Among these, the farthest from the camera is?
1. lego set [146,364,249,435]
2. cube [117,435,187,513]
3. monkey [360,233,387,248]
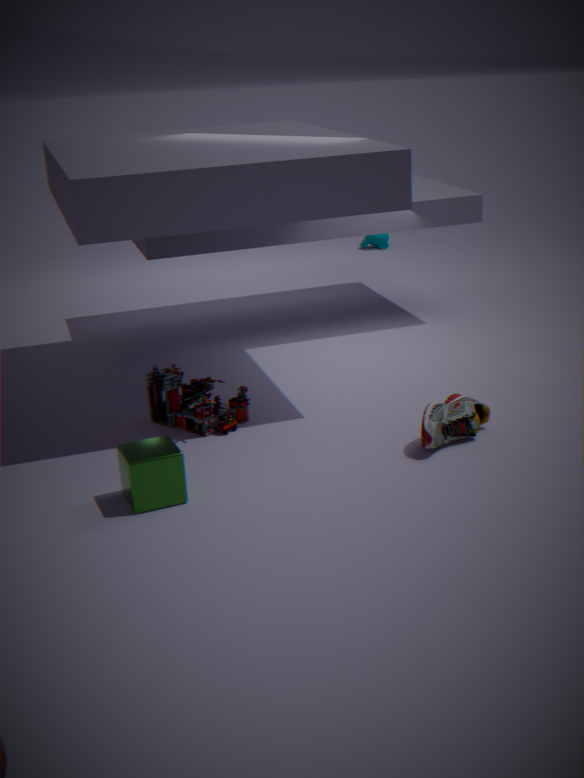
monkey [360,233,387,248]
